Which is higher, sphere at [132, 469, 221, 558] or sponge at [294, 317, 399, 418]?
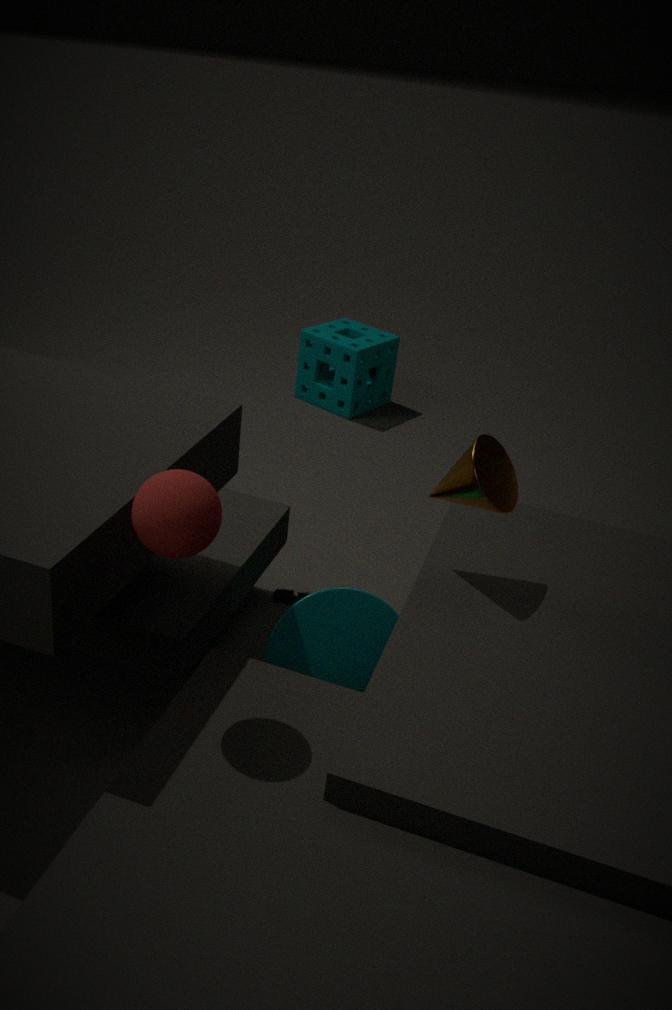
sphere at [132, 469, 221, 558]
